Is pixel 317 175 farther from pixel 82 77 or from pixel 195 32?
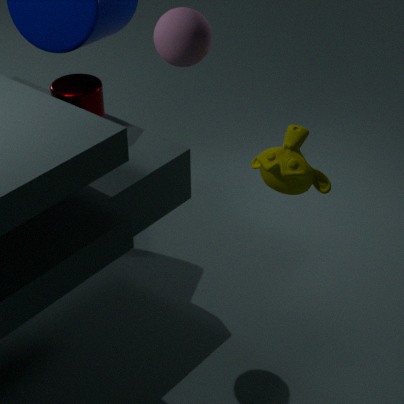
pixel 82 77
